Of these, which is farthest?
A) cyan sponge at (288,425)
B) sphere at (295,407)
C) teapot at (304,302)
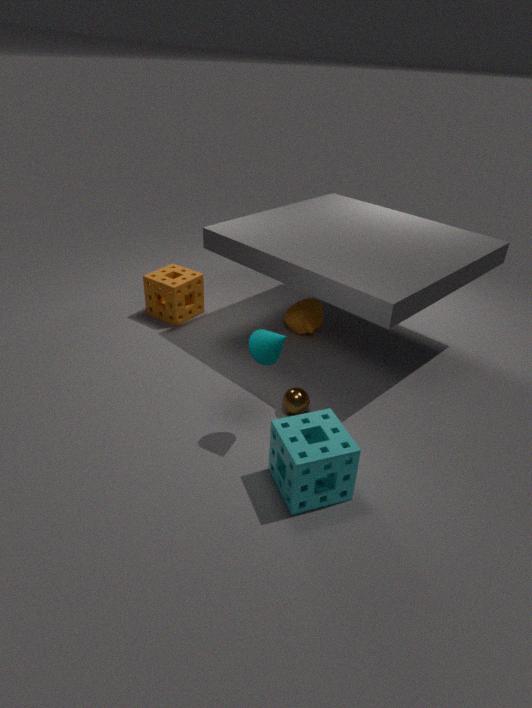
teapot at (304,302)
